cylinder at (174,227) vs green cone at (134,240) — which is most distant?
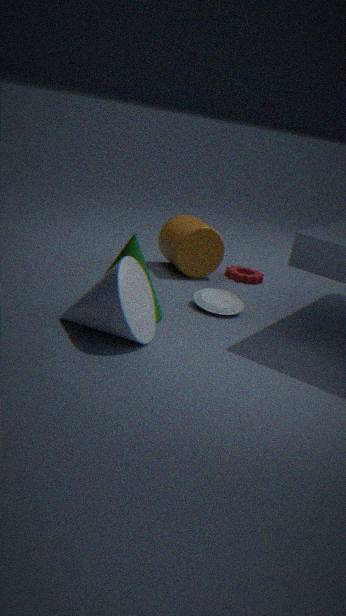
cylinder at (174,227)
